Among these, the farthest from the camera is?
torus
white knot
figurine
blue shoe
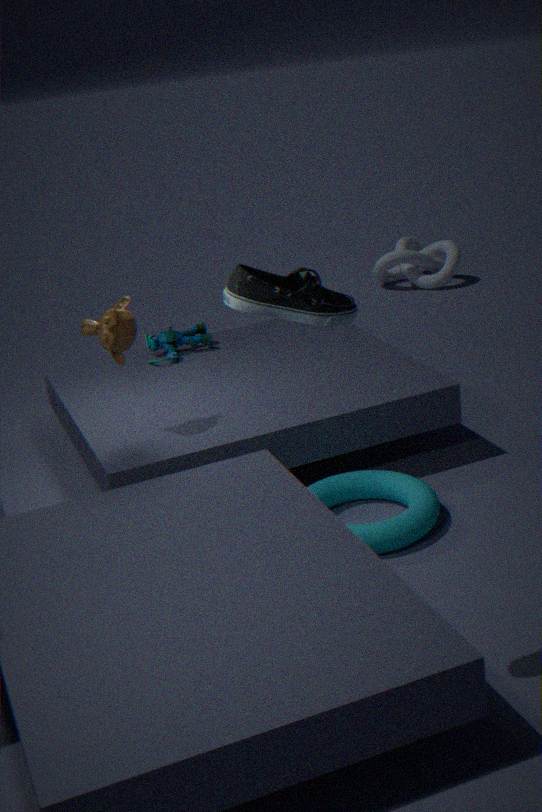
white knot
